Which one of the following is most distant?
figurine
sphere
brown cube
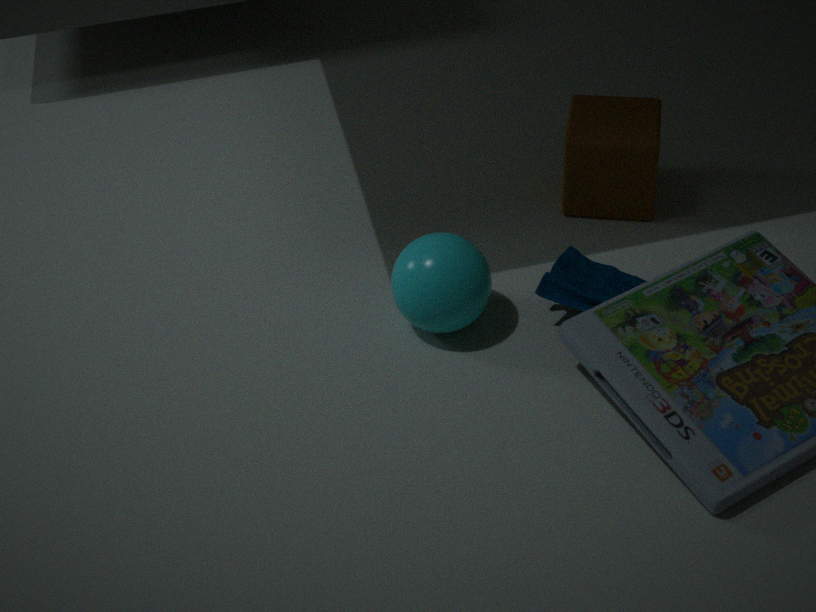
brown cube
